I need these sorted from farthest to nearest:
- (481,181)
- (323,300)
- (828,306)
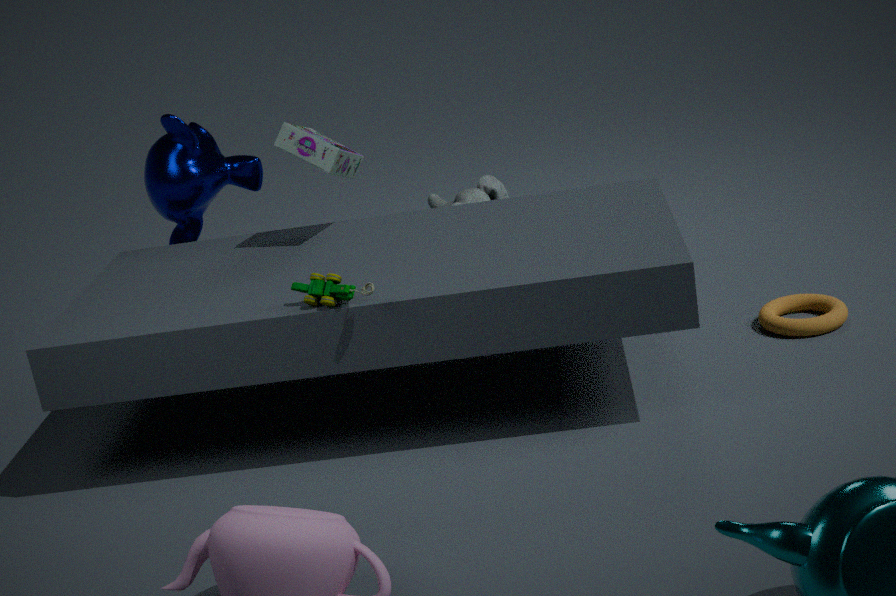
(481,181) < (828,306) < (323,300)
